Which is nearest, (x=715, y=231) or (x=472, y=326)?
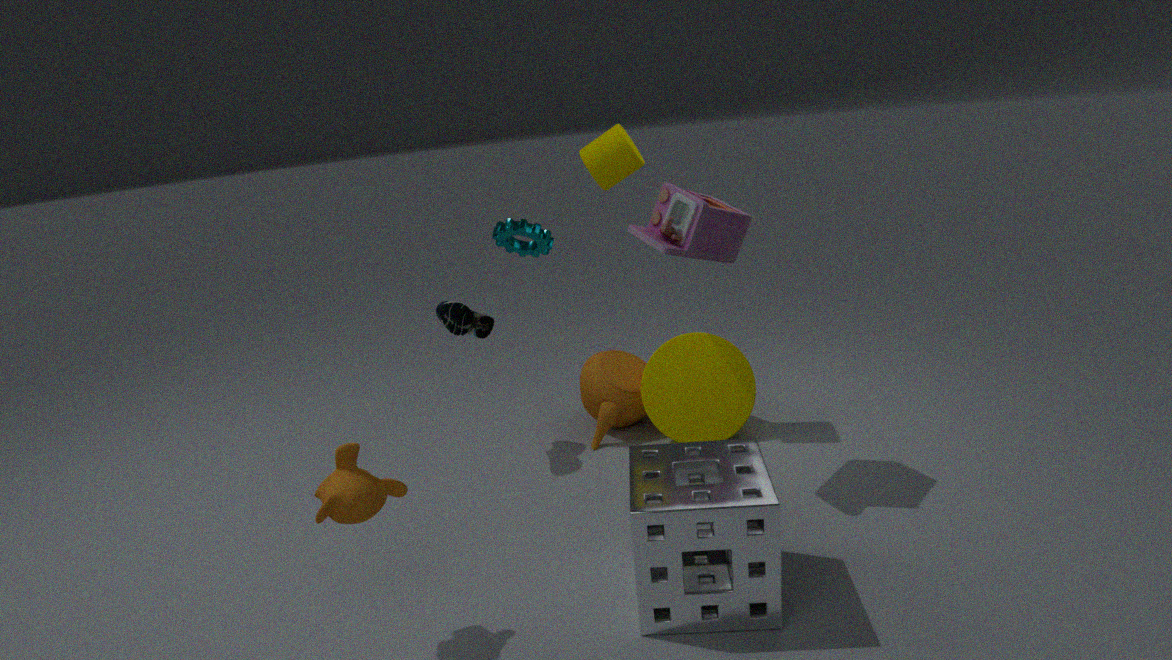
(x=715, y=231)
